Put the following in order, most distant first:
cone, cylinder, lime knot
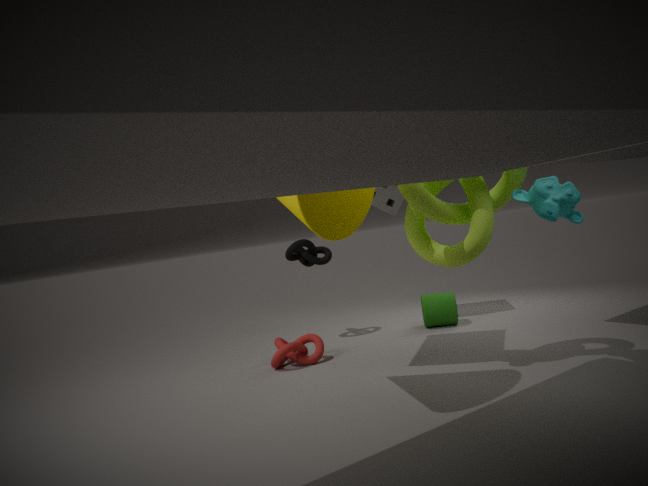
cylinder → lime knot → cone
